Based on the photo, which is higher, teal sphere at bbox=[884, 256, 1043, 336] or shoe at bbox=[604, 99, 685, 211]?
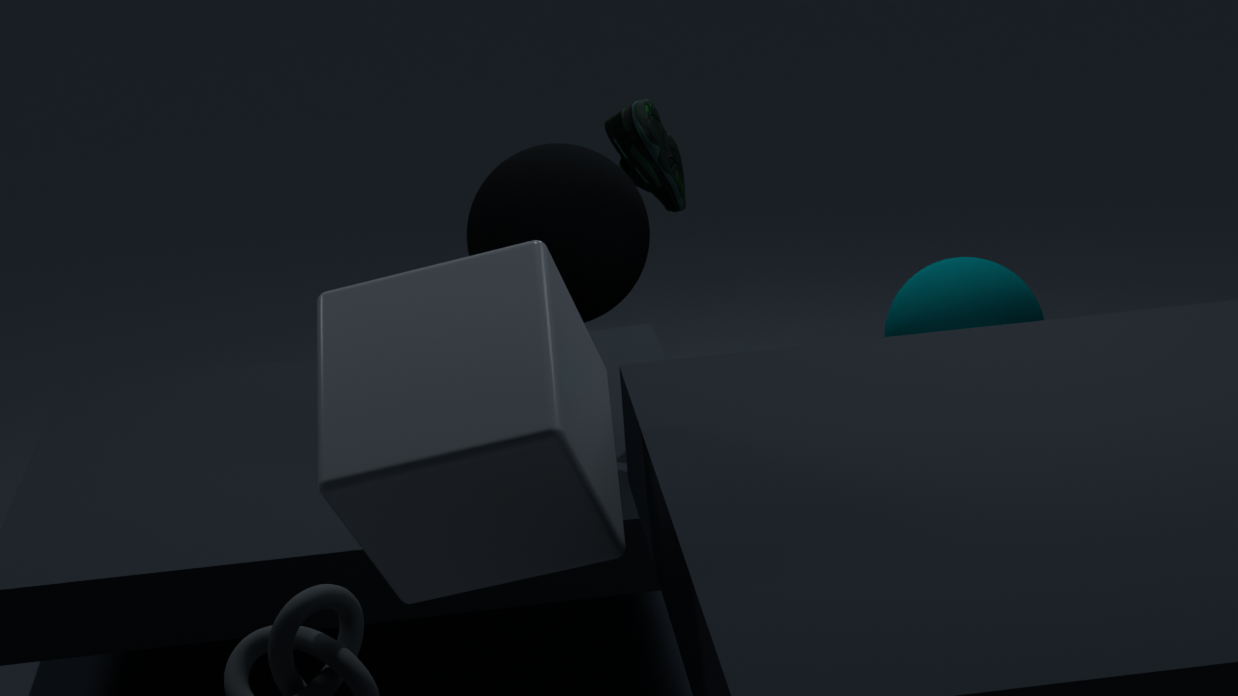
shoe at bbox=[604, 99, 685, 211]
